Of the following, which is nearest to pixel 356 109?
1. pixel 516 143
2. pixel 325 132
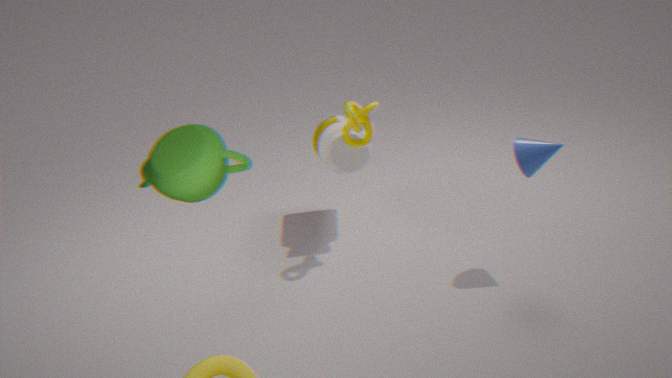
pixel 325 132
